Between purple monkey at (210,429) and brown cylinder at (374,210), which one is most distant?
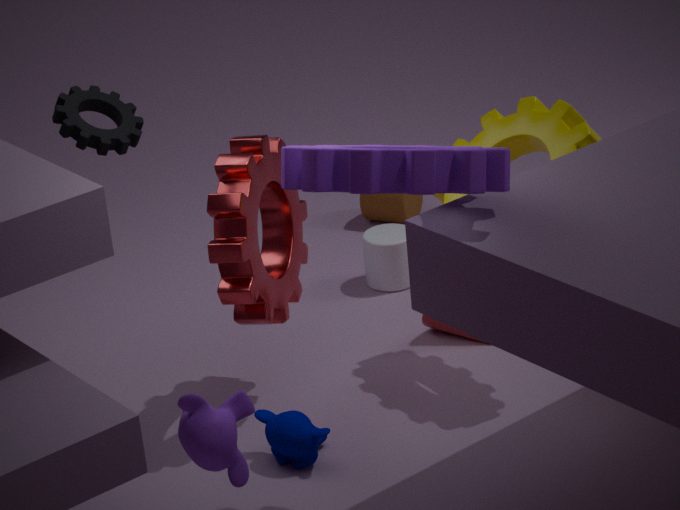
brown cylinder at (374,210)
